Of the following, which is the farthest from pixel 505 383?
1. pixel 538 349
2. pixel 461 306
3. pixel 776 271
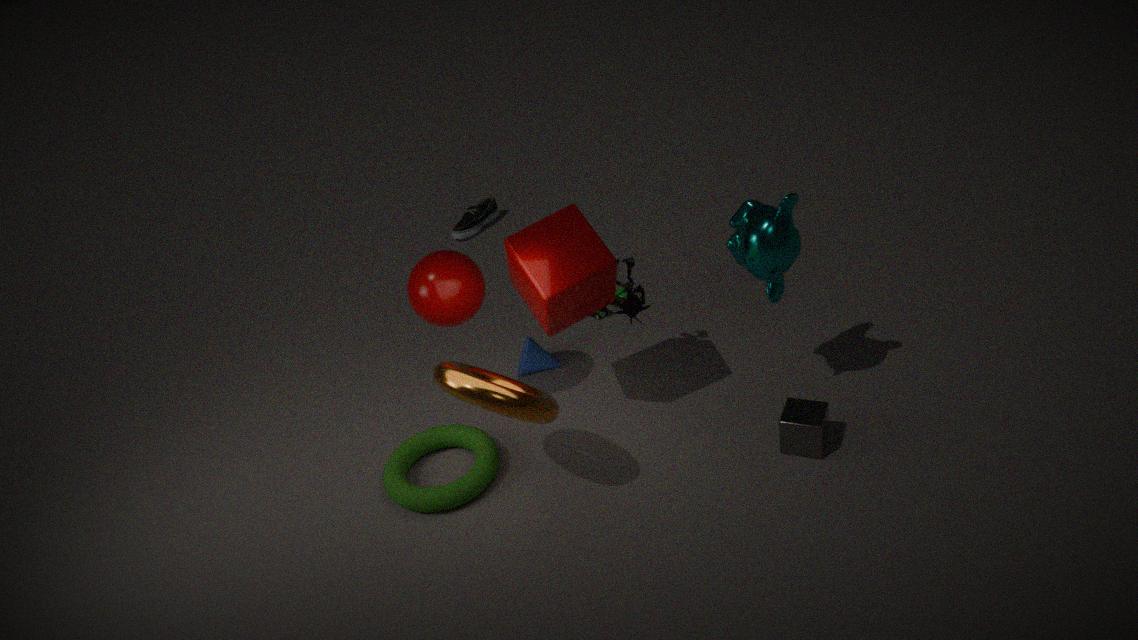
pixel 776 271
